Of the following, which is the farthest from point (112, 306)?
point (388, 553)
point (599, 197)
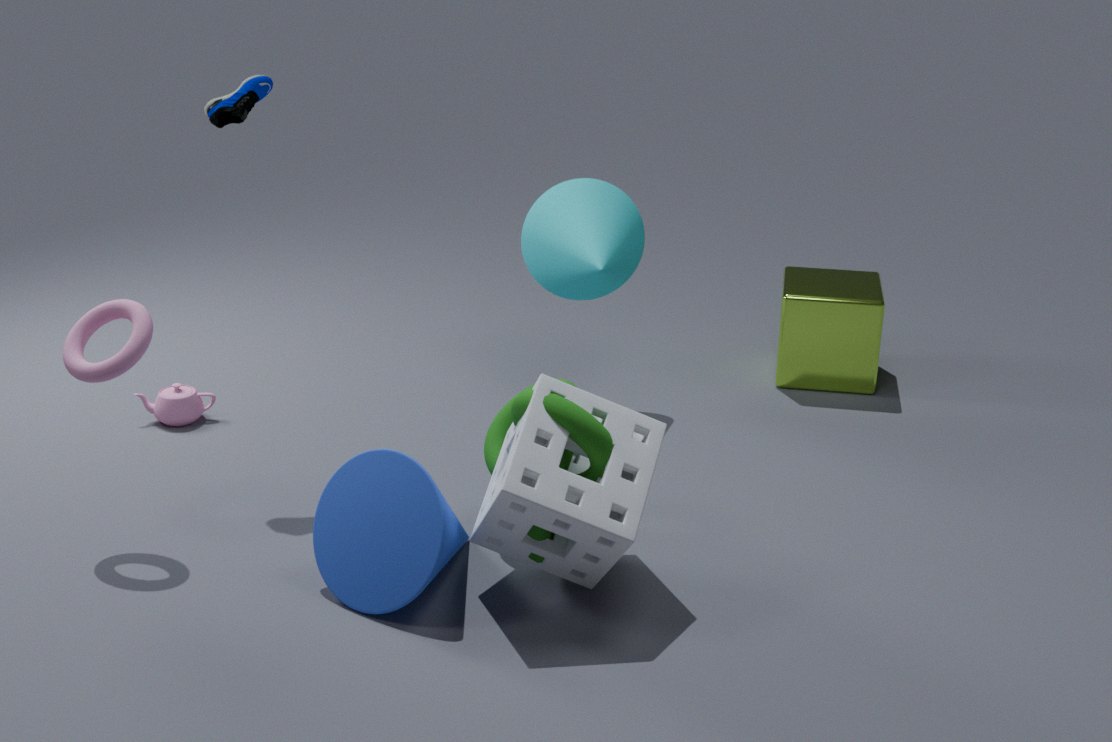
point (599, 197)
